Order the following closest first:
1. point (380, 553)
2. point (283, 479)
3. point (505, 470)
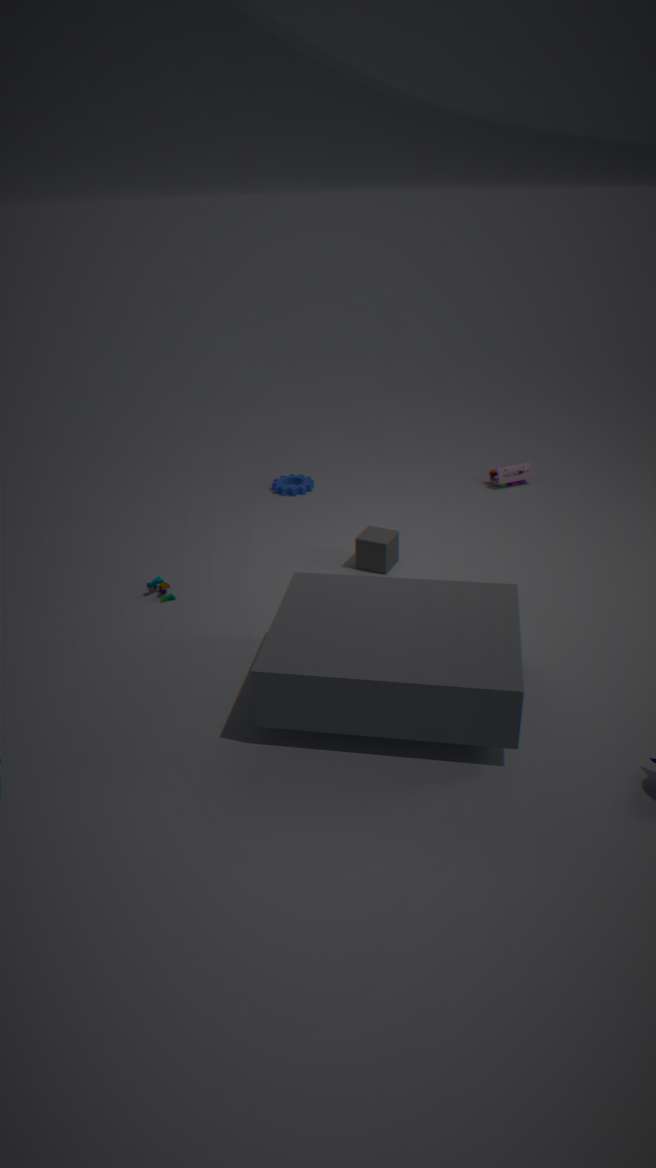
point (380, 553) → point (505, 470) → point (283, 479)
